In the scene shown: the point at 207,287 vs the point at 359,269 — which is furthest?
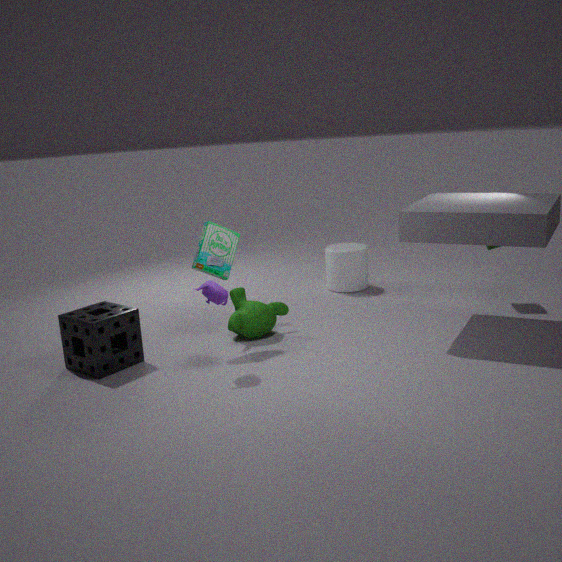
the point at 359,269
